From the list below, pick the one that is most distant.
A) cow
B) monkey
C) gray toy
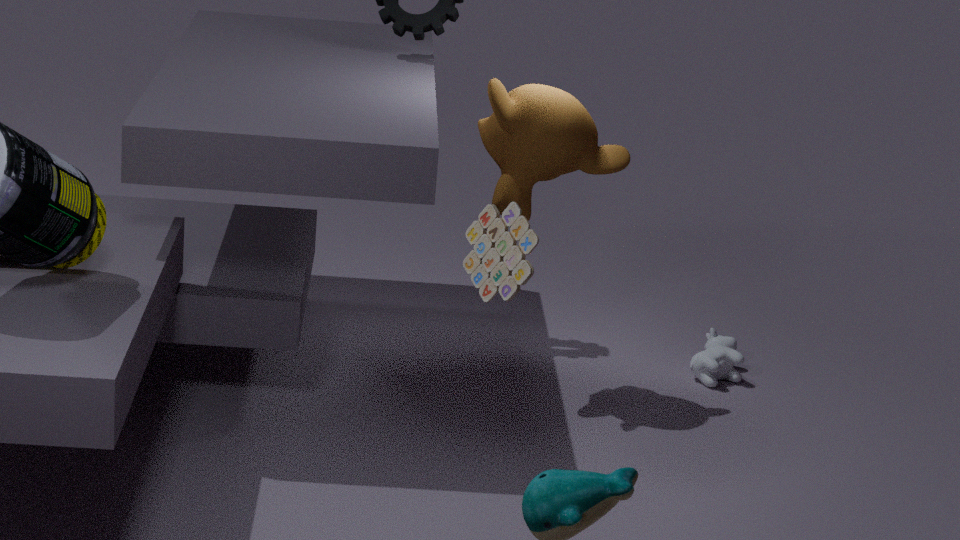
A. cow
